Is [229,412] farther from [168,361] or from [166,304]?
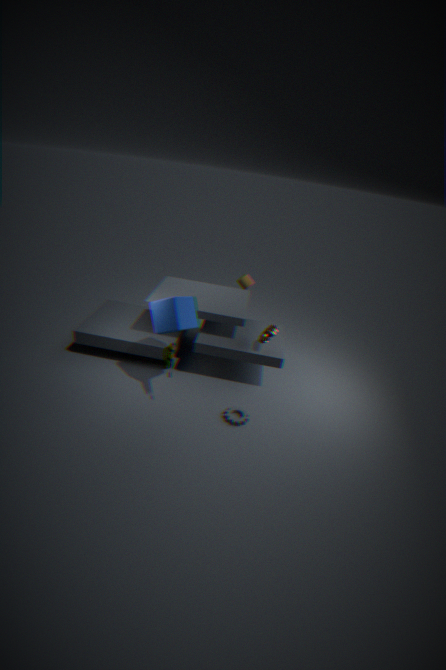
[166,304]
